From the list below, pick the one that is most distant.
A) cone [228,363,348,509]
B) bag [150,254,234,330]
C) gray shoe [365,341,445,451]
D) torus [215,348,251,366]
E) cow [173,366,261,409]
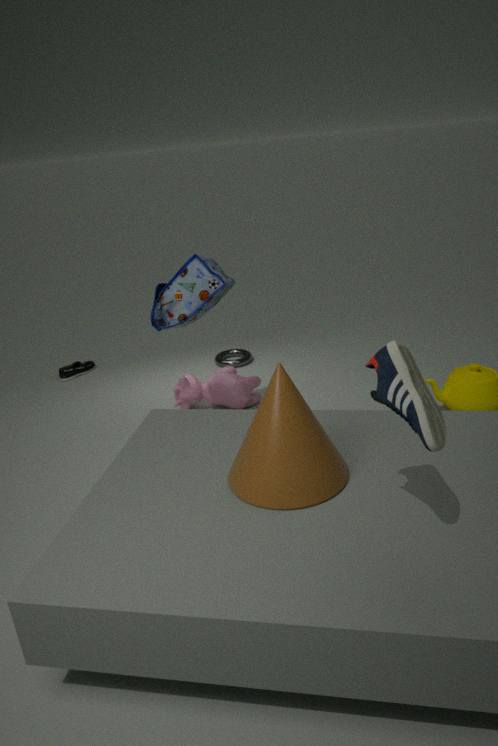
torus [215,348,251,366]
